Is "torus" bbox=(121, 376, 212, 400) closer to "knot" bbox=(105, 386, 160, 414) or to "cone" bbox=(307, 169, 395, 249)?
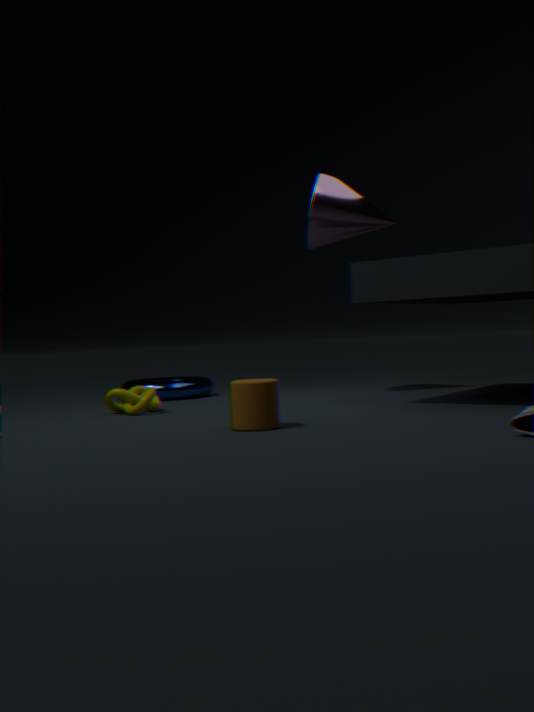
"knot" bbox=(105, 386, 160, 414)
